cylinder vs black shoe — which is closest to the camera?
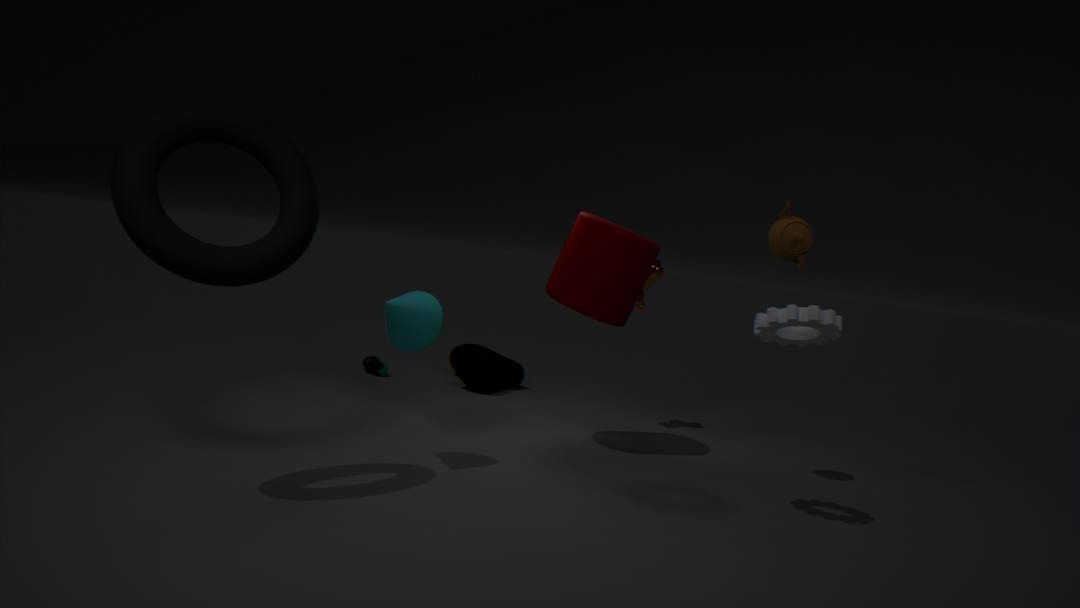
cylinder
